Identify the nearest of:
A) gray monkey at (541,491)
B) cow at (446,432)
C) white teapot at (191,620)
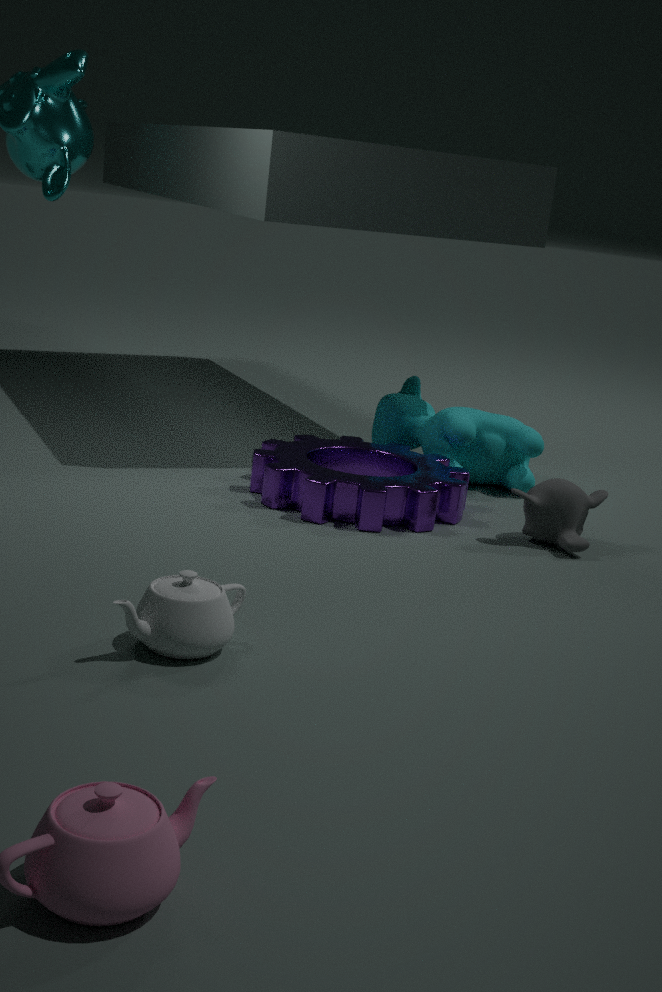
white teapot at (191,620)
